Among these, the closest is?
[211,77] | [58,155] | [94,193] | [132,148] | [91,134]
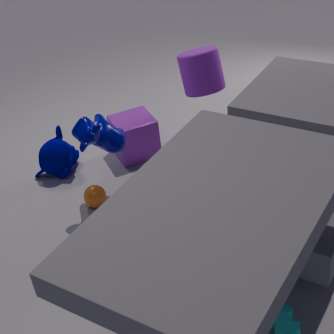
[91,134]
